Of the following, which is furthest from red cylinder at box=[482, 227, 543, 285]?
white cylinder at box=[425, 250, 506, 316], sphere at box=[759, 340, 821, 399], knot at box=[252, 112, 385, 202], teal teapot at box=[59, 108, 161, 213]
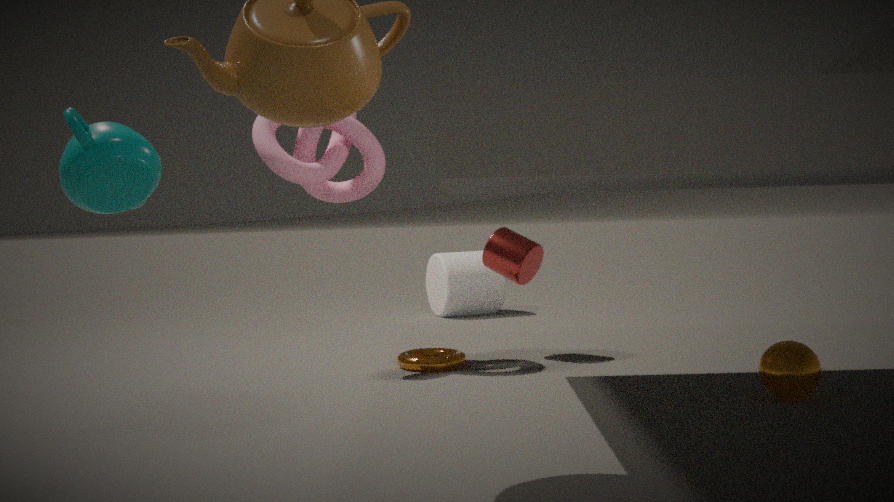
teal teapot at box=[59, 108, 161, 213]
